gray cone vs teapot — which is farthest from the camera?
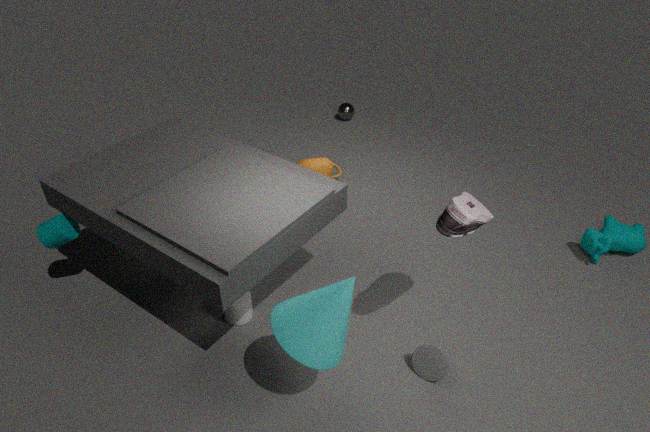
teapot
